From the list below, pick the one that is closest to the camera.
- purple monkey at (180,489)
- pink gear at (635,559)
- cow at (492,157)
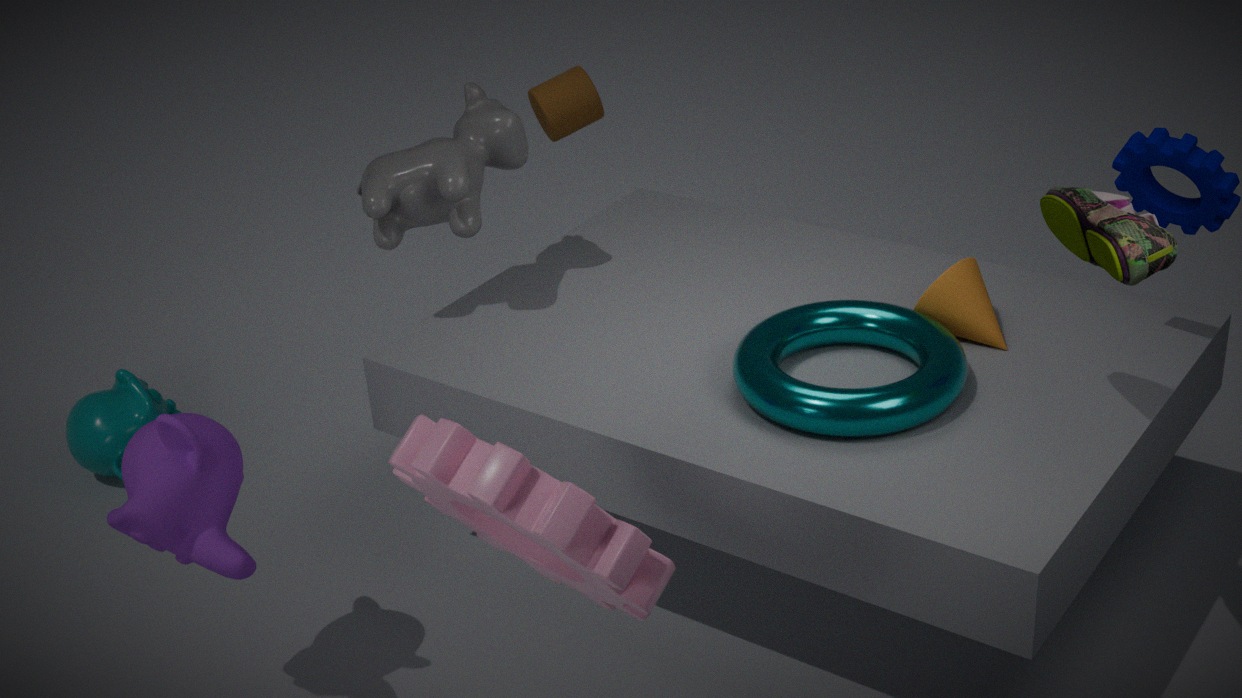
pink gear at (635,559)
